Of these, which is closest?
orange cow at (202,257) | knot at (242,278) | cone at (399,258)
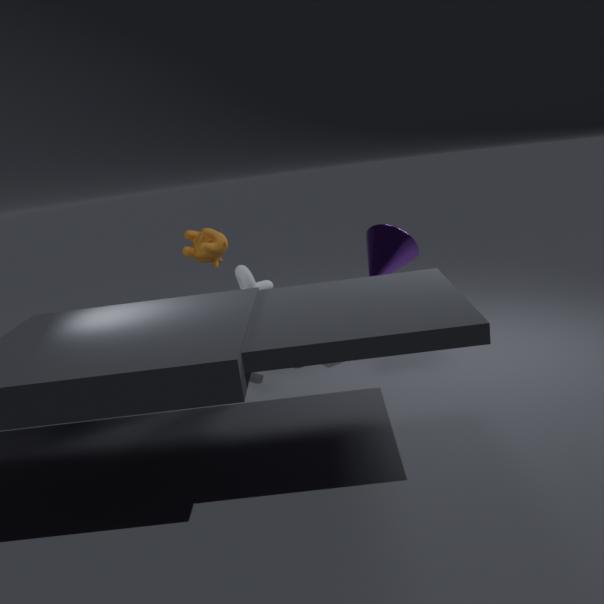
knot at (242,278)
